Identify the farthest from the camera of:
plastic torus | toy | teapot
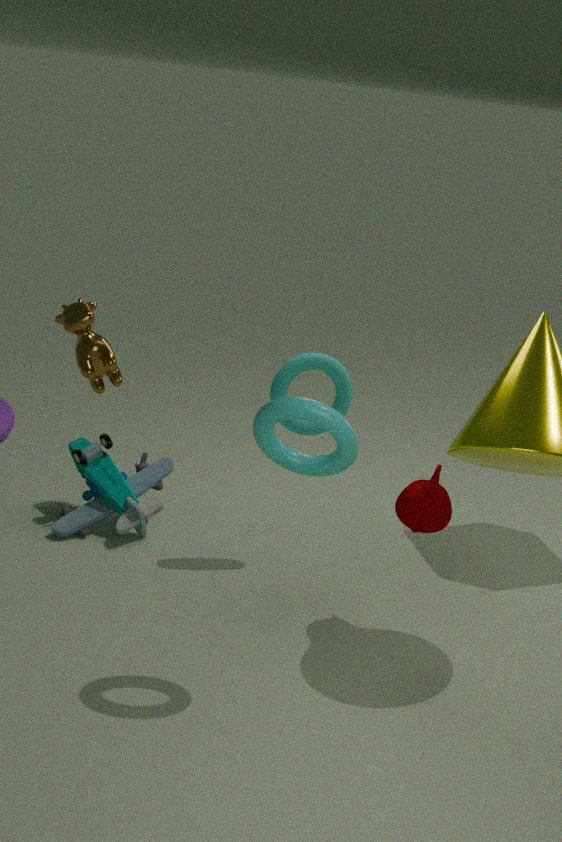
toy
